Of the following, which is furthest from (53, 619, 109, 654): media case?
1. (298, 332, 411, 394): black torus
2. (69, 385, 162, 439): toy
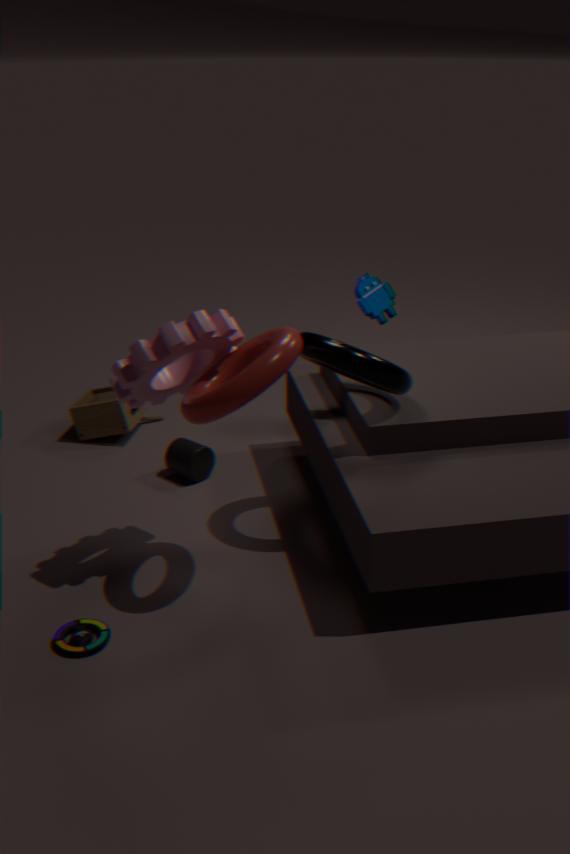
(69, 385, 162, 439): toy
